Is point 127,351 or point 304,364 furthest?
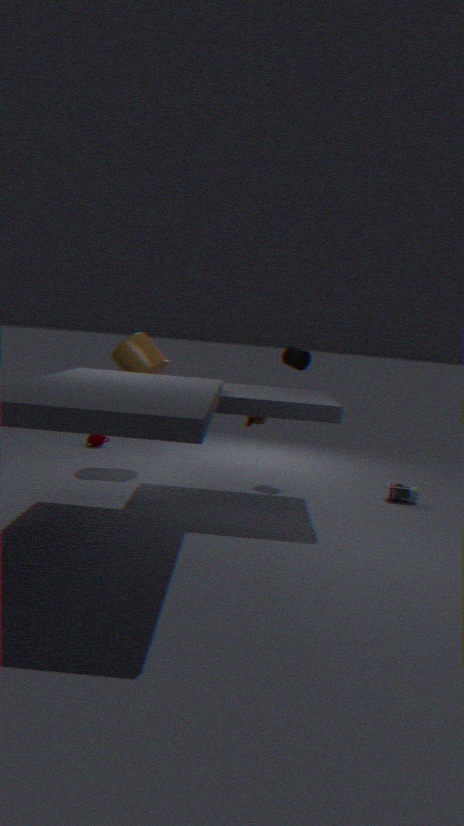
point 304,364
